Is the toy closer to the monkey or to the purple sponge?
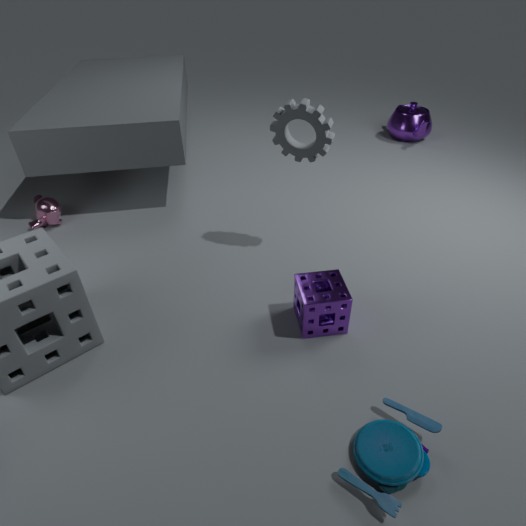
the purple sponge
